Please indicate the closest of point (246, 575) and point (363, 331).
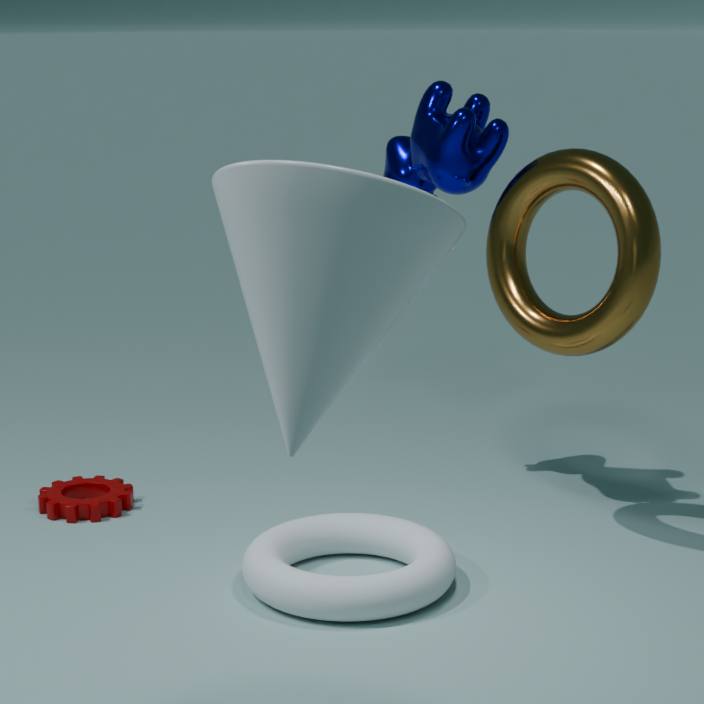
point (363, 331)
